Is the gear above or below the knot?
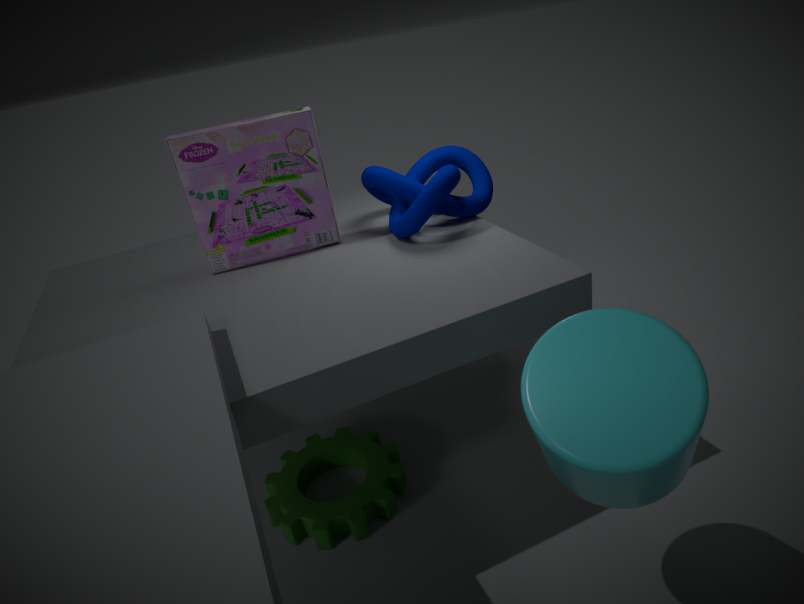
below
